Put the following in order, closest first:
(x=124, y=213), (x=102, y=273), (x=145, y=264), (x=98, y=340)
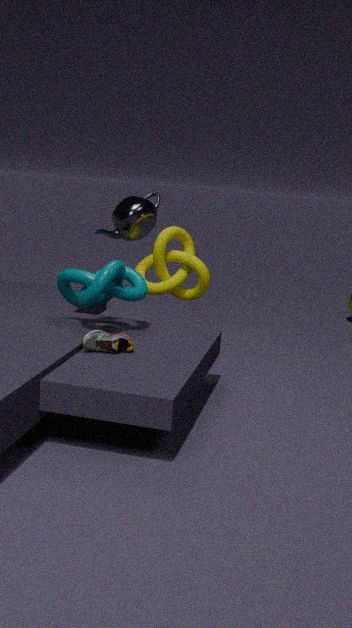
(x=98, y=340), (x=102, y=273), (x=124, y=213), (x=145, y=264)
